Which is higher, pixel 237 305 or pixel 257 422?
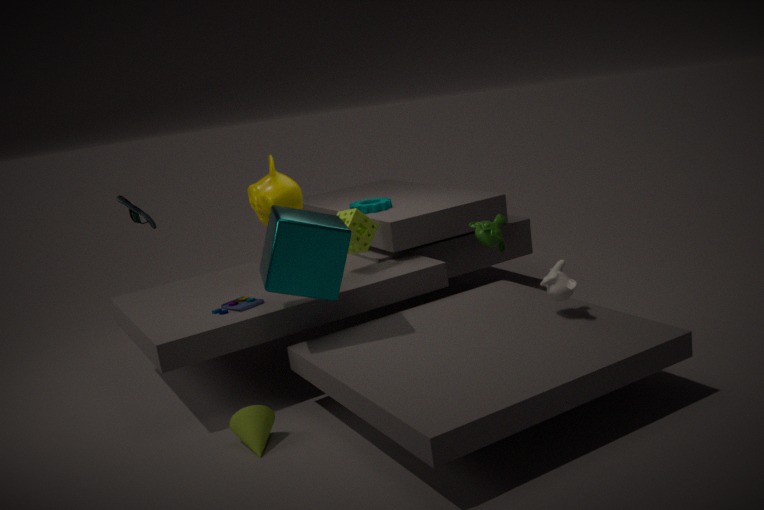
pixel 237 305
